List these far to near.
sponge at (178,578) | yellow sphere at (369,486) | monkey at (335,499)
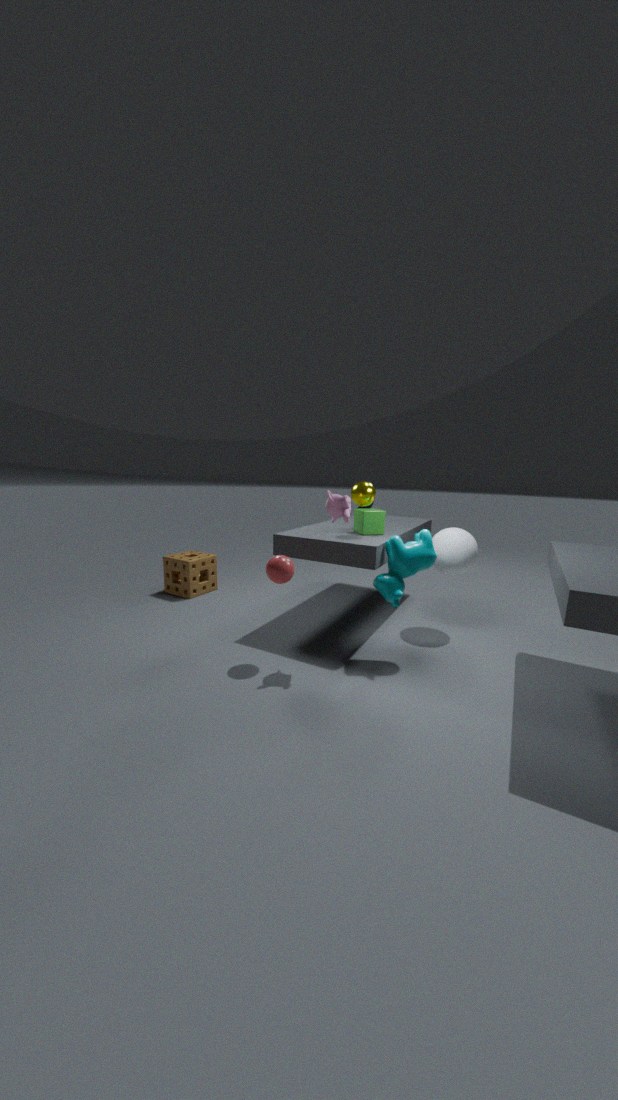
1. sponge at (178,578)
2. yellow sphere at (369,486)
3. monkey at (335,499)
